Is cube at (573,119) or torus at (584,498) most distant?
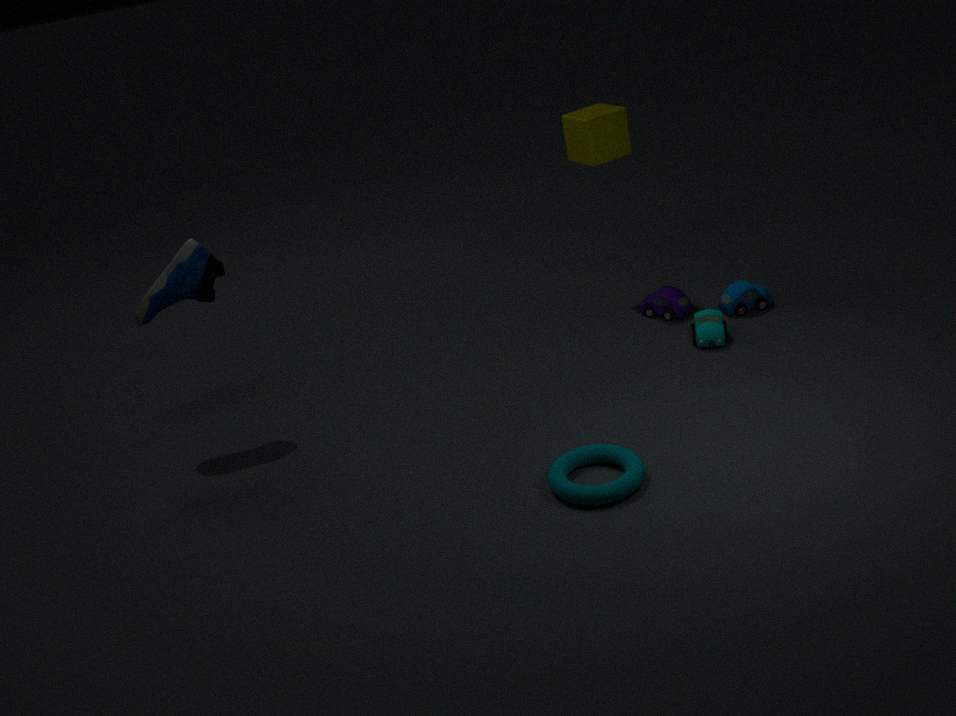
cube at (573,119)
